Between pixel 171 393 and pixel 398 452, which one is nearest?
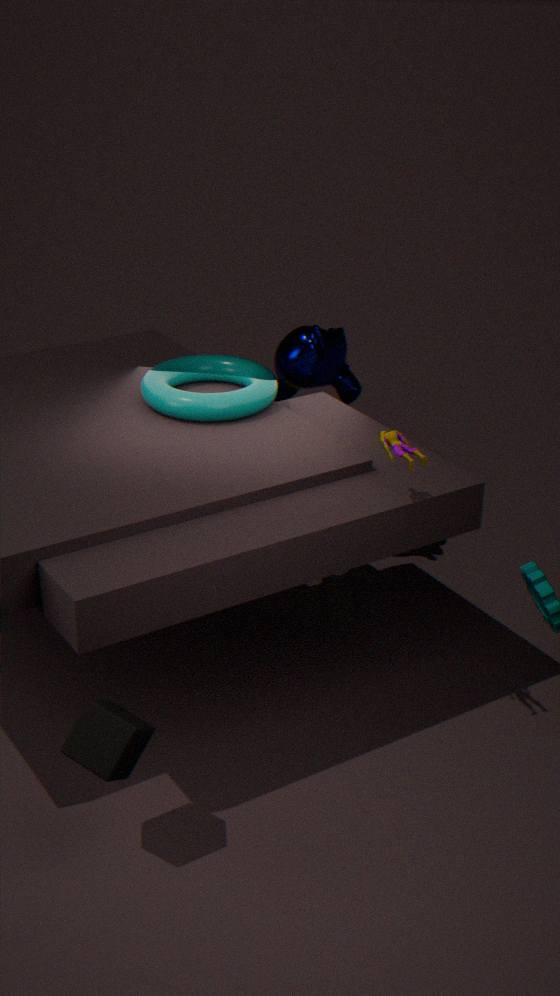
pixel 398 452
